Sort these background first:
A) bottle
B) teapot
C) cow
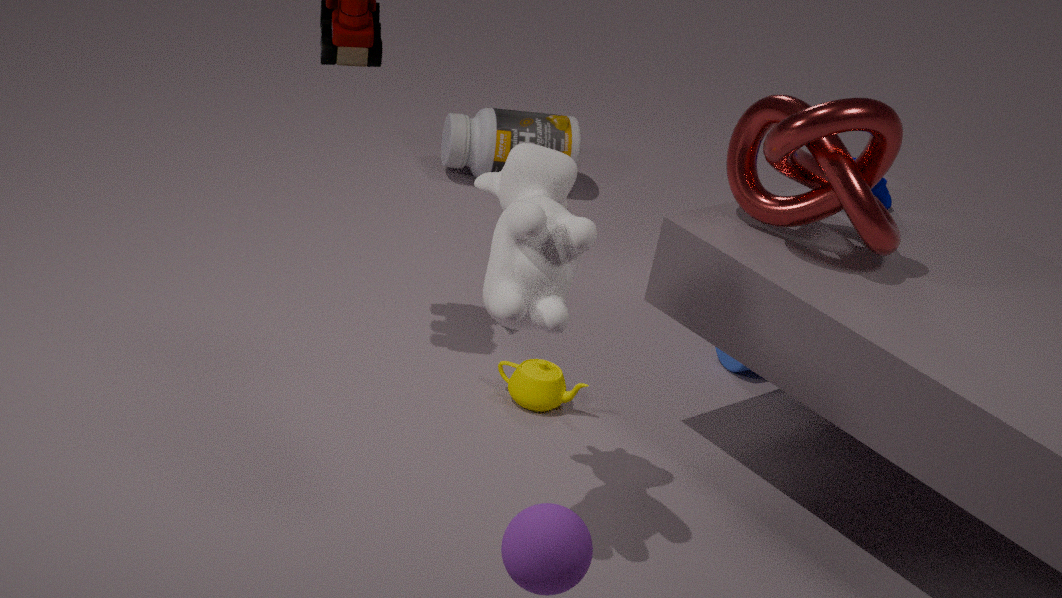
1. bottle
2. teapot
3. cow
